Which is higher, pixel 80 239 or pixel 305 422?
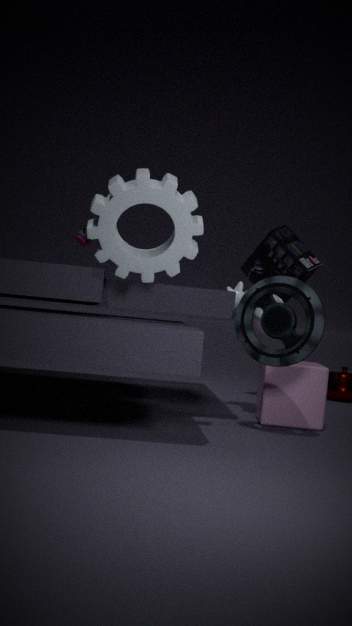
pixel 80 239
